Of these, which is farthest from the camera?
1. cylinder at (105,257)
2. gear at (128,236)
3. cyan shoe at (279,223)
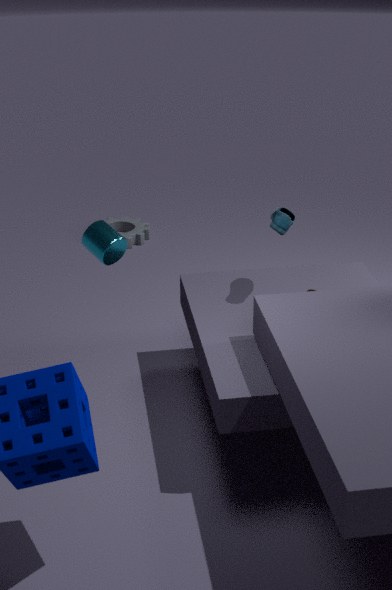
gear at (128,236)
